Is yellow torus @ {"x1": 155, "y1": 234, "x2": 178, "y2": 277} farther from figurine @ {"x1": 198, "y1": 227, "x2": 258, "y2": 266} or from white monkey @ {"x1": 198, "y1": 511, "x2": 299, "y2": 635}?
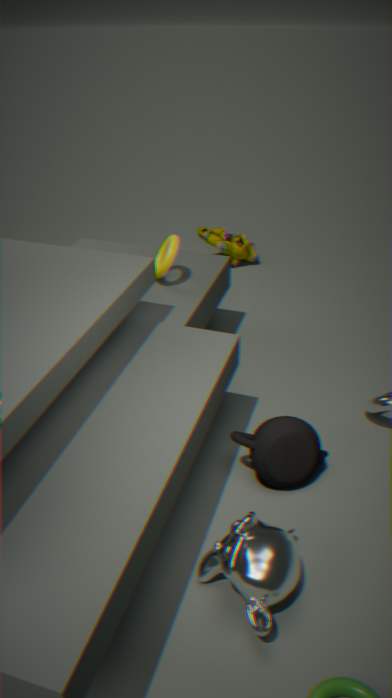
white monkey @ {"x1": 198, "y1": 511, "x2": 299, "y2": 635}
